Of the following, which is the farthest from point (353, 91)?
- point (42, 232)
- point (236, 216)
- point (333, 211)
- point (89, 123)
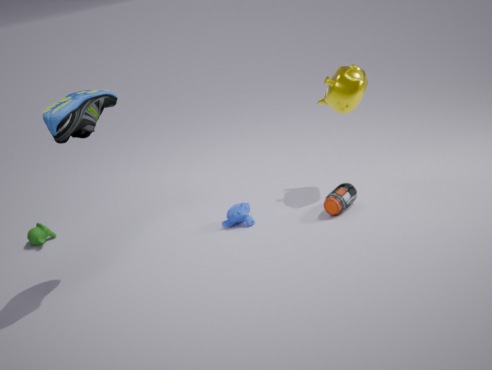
point (42, 232)
